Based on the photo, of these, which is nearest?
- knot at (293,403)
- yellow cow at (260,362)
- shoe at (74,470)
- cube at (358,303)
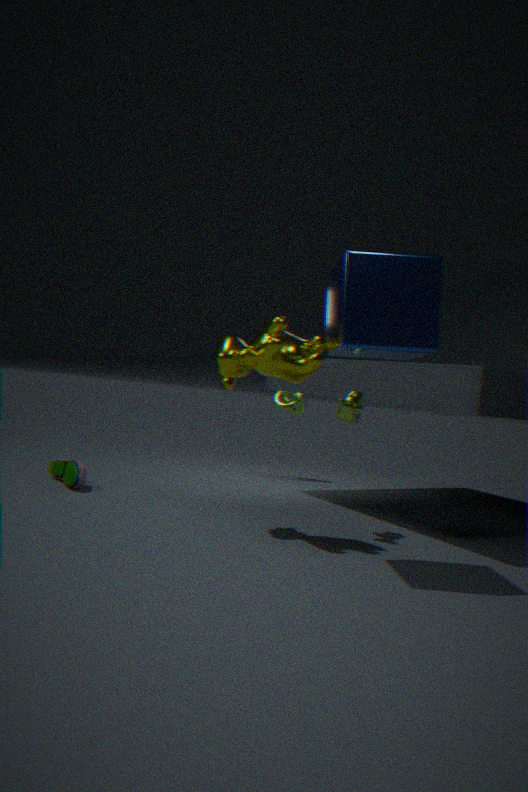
cube at (358,303)
